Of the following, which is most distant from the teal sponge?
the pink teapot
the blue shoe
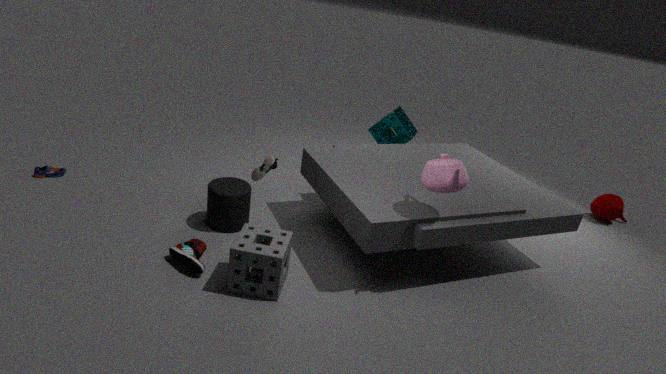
the blue shoe
